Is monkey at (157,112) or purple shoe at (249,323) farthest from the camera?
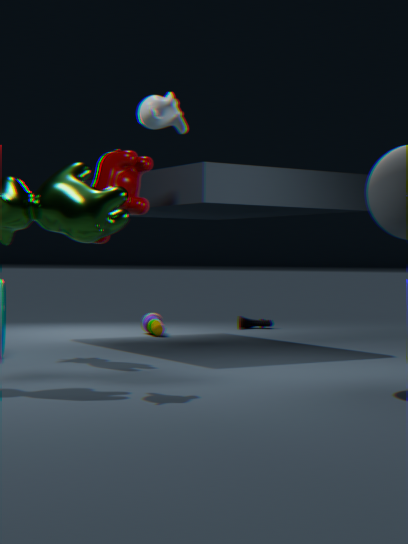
purple shoe at (249,323)
